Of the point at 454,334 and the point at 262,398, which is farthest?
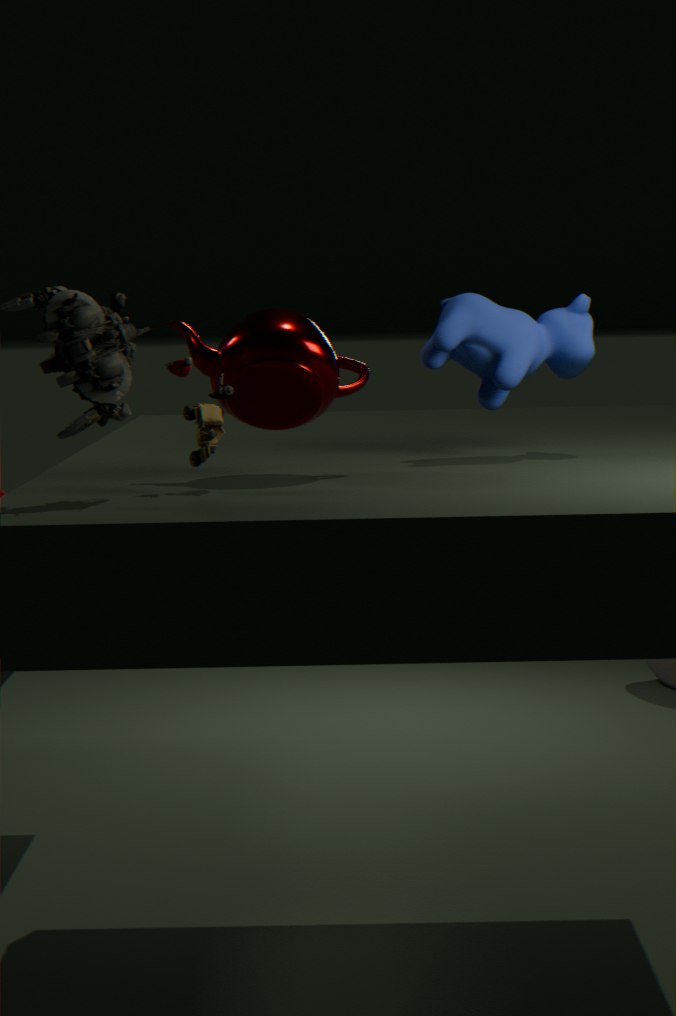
the point at 454,334
